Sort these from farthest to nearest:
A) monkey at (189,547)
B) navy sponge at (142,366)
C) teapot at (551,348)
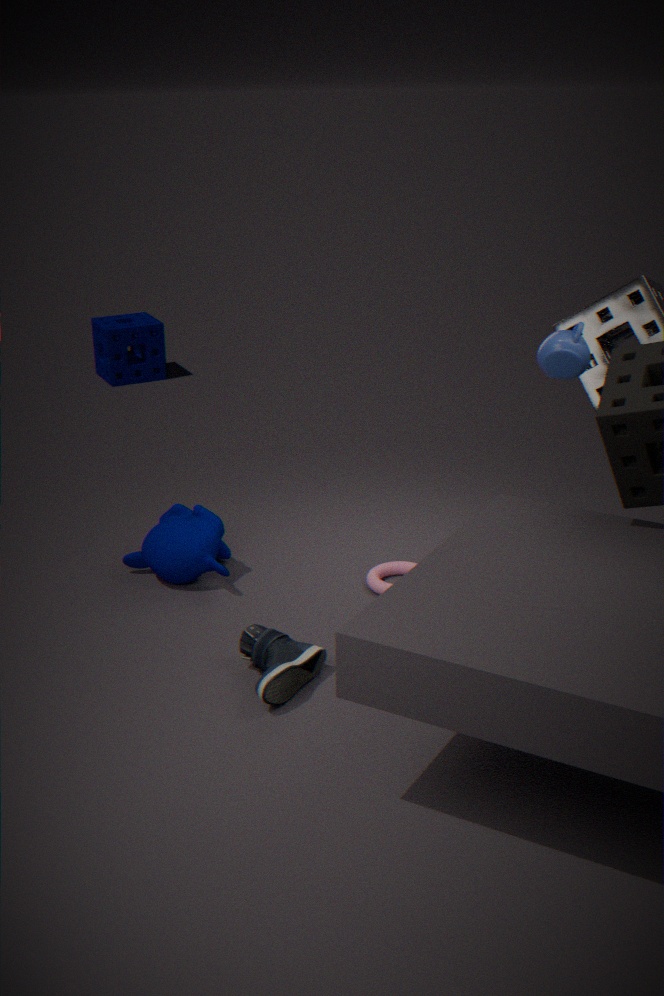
navy sponge at (142,366)
monkey at (189,547)
teapot at (551,348)
